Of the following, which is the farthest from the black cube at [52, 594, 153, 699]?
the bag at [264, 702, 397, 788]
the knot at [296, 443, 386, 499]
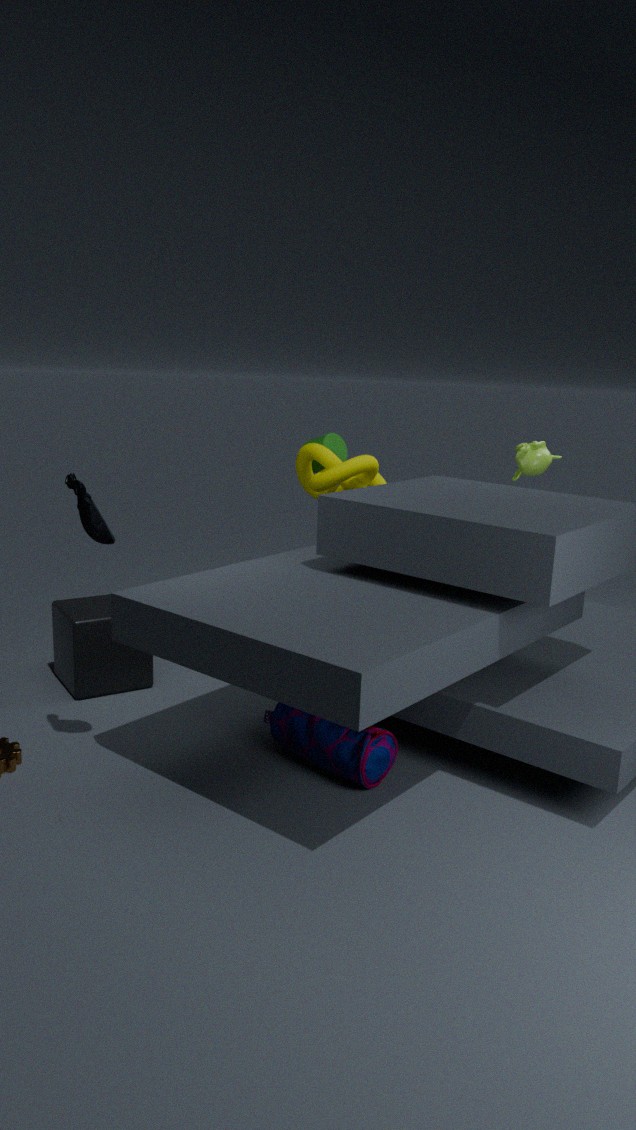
the knot at [296, 443, 386, 499]
